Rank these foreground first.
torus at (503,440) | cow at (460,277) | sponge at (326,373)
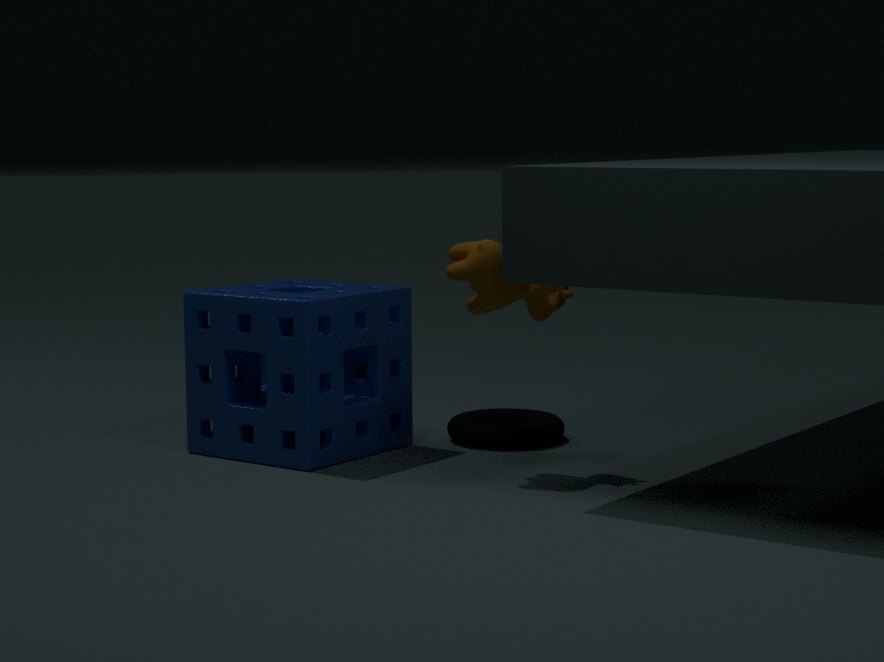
cow at (460,277) < sponge at (326,373) < torus at (503,440)
